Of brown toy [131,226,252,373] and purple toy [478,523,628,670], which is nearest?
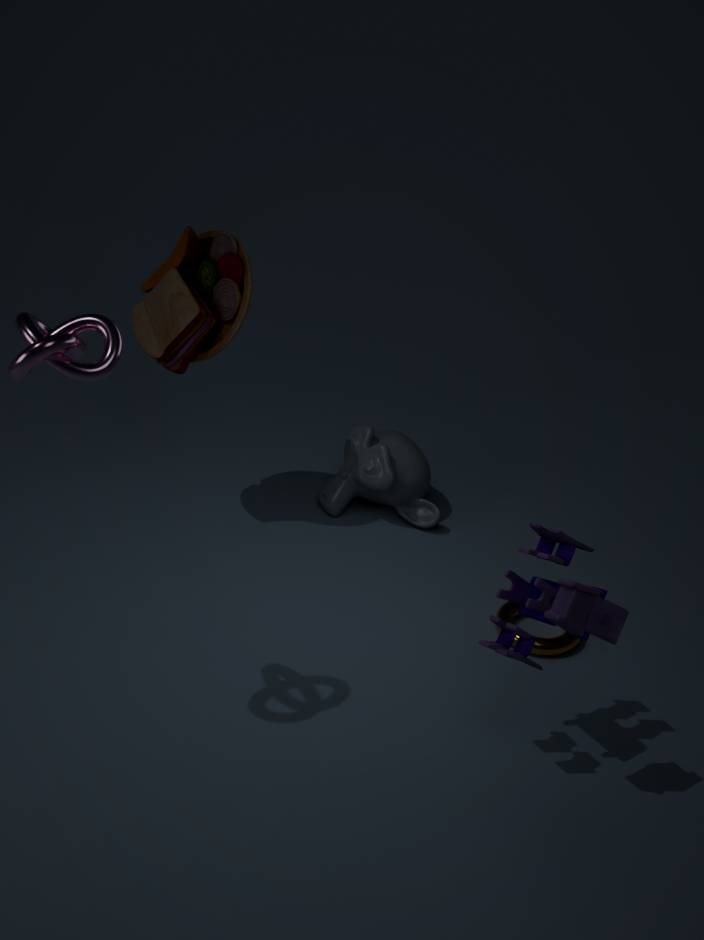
purple toy [478,523,628,670]
